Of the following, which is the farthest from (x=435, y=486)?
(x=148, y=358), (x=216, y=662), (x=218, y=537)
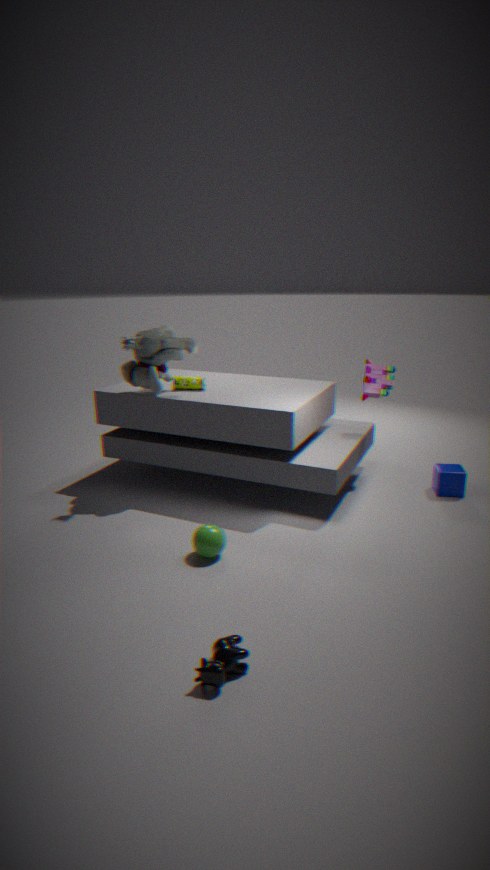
(x=216, y=662)
